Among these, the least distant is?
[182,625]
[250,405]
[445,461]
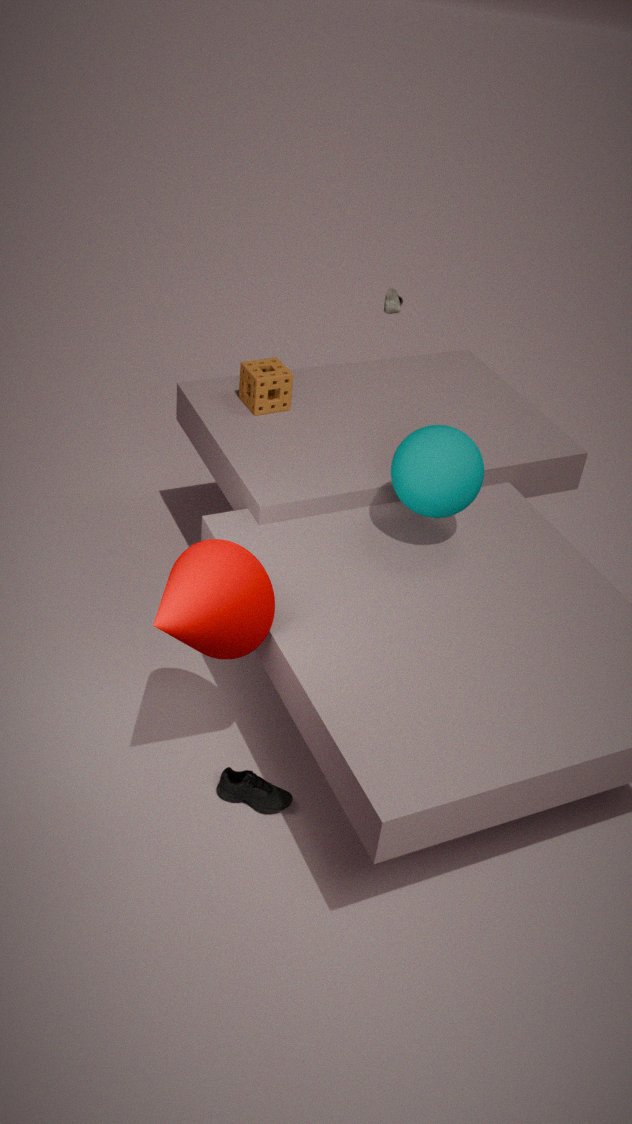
[182,625]
